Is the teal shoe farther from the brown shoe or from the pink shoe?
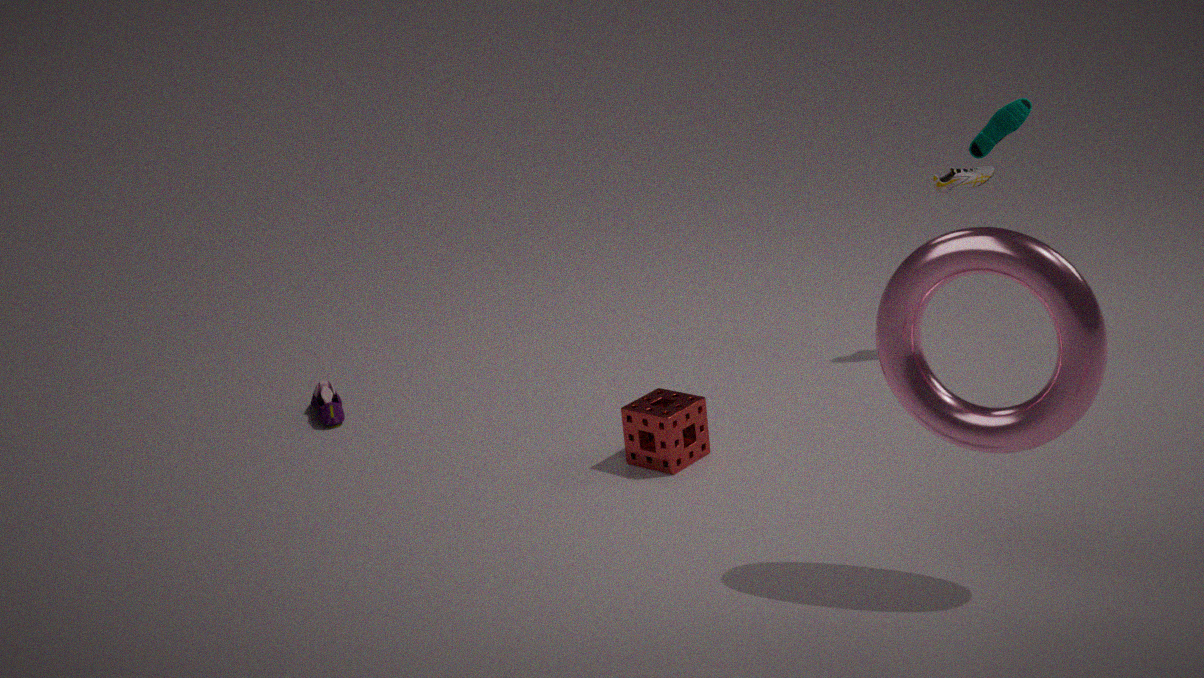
the pink shoe
